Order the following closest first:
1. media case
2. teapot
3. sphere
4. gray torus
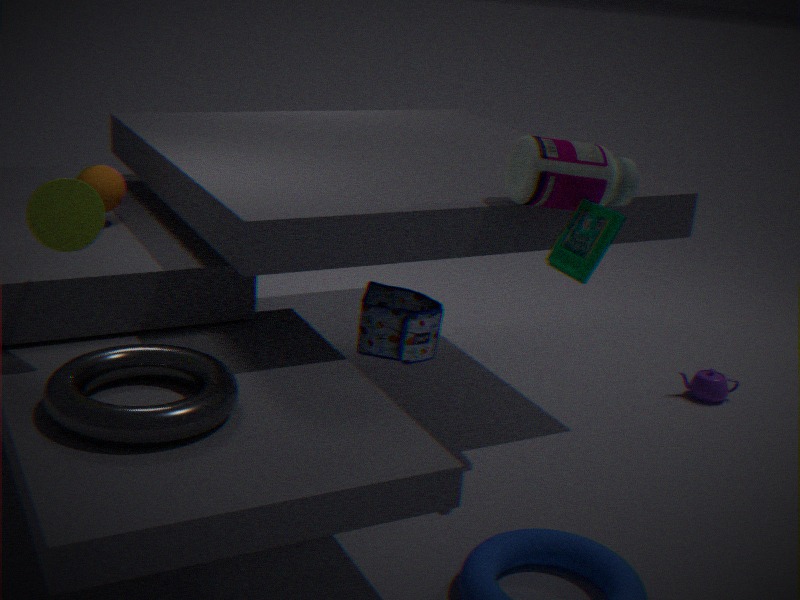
gray torus
media case
sphere
teapot
